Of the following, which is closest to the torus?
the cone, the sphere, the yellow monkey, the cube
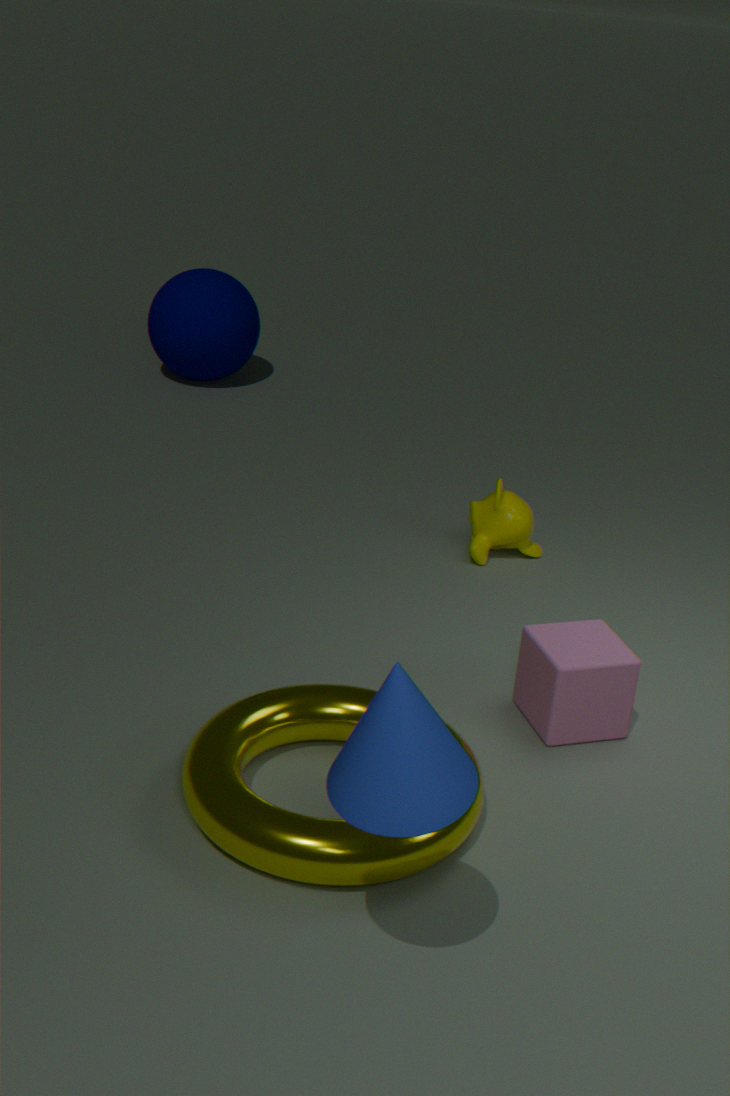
the cube
